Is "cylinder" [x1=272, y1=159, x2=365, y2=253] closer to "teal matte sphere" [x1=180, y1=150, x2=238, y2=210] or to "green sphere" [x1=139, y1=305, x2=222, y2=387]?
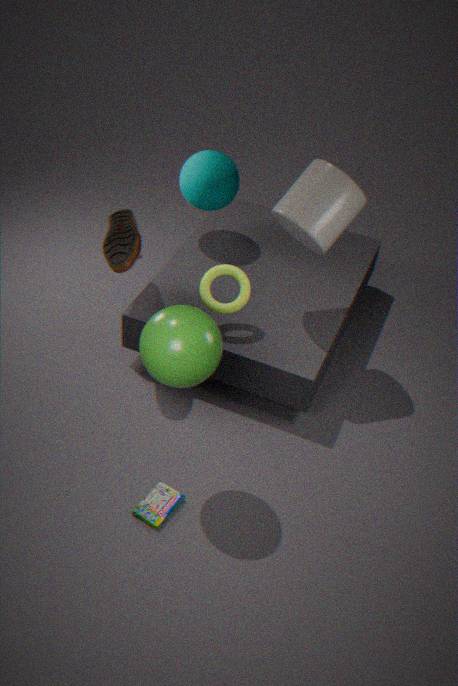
"teal matte sphere" [x1=180, y1=150, x2=238, y2=210]
